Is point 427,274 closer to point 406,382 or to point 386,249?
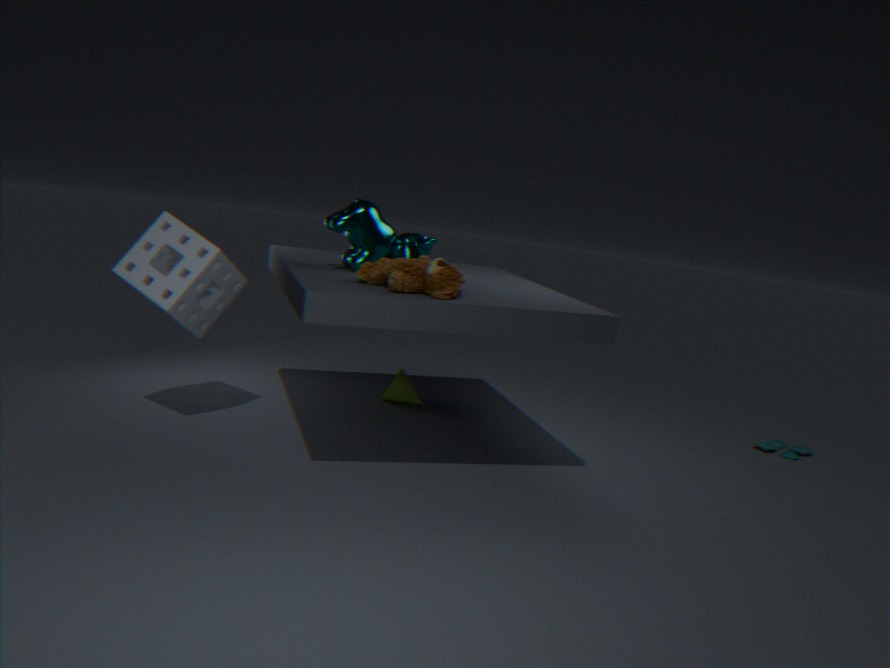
point 386,249
